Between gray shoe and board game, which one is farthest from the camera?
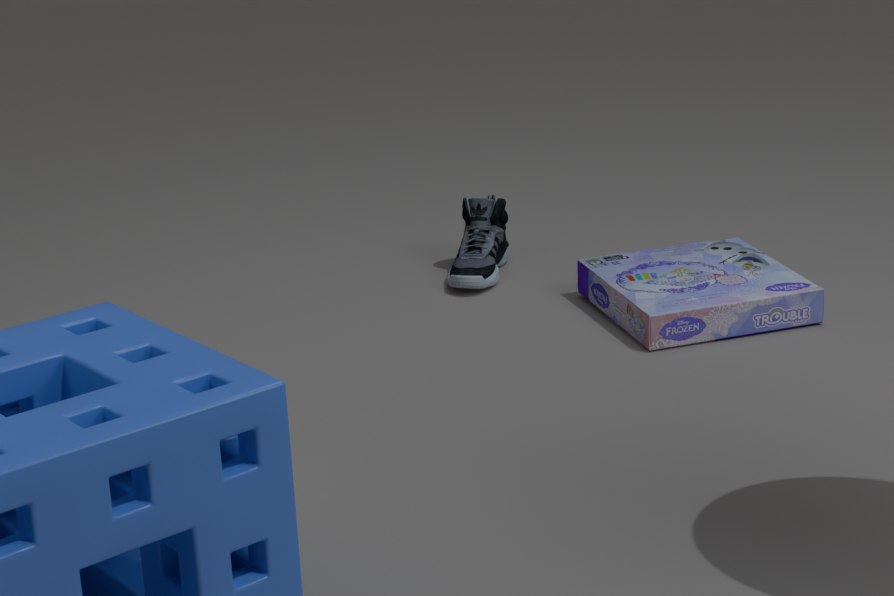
gray shoe
